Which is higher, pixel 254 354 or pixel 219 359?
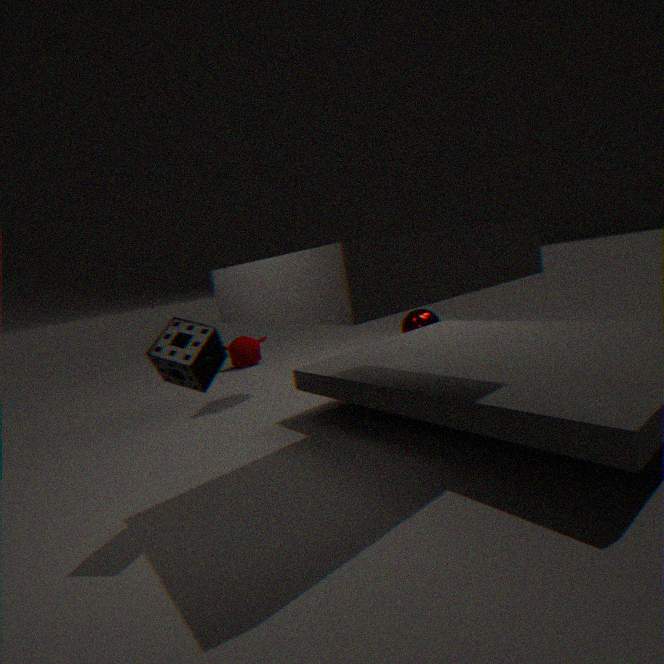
pixel 219 359
